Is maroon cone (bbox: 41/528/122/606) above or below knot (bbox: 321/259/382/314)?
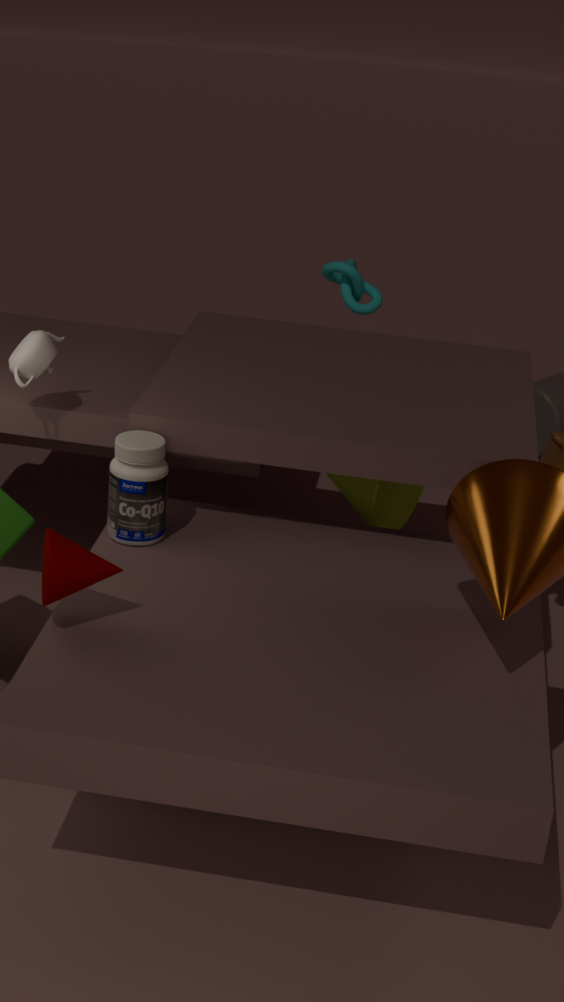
below
